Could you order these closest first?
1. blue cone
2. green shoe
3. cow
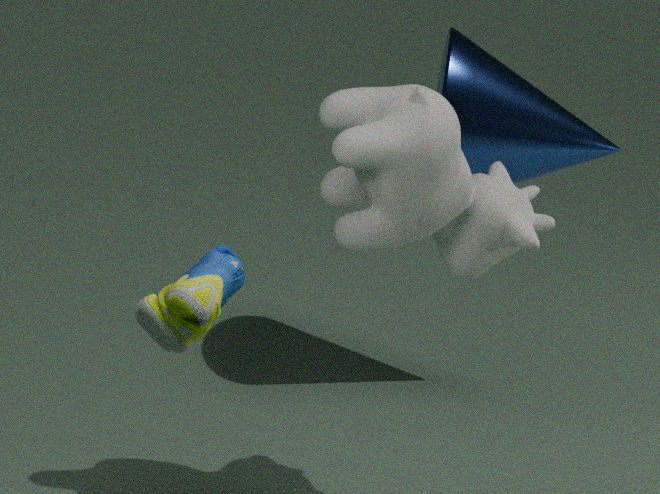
green shoe, cow, blue cone
